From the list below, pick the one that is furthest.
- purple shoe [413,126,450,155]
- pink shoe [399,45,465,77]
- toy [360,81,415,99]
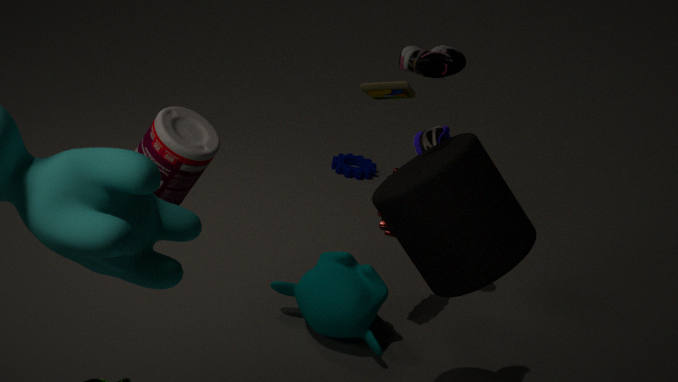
toy [360,81,415,99]
